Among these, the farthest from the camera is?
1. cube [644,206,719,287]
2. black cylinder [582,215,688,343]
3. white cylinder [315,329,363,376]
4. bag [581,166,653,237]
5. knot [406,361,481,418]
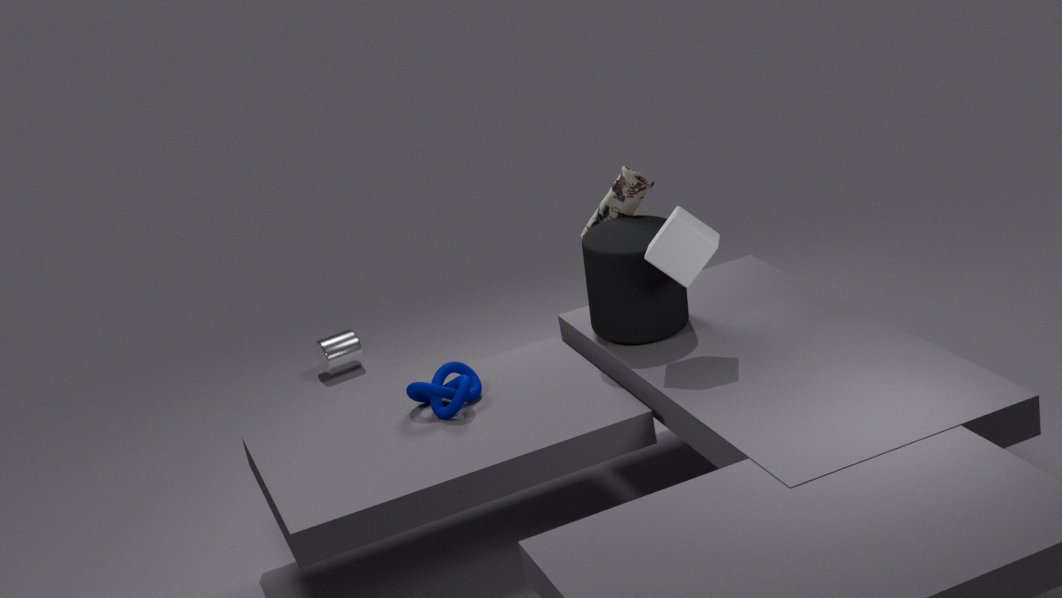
white cylinder [315,329,363,376]
